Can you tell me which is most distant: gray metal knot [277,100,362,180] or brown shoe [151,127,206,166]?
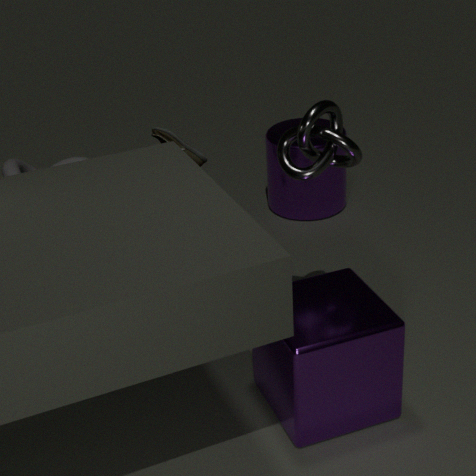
brown shoe [151,127,206,166]
